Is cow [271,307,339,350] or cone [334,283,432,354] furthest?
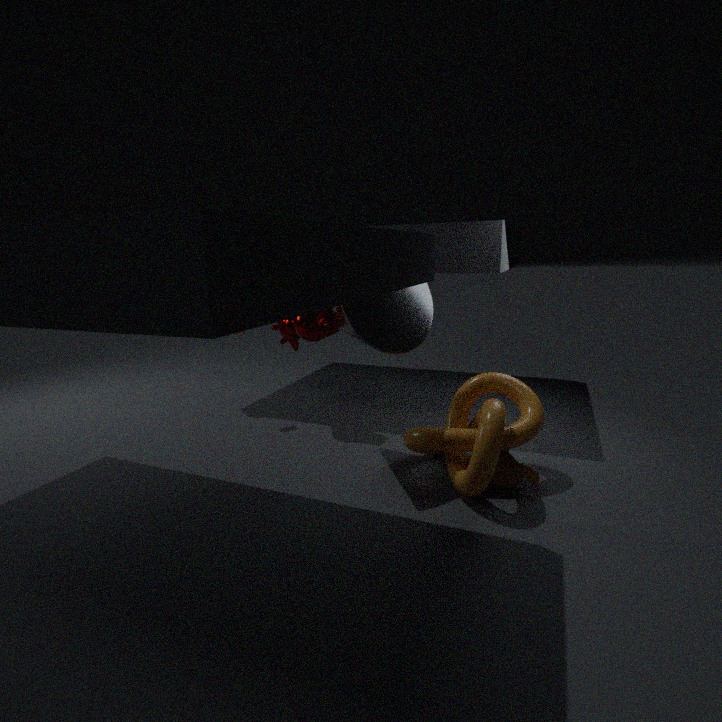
cow [271,307,339,350]
